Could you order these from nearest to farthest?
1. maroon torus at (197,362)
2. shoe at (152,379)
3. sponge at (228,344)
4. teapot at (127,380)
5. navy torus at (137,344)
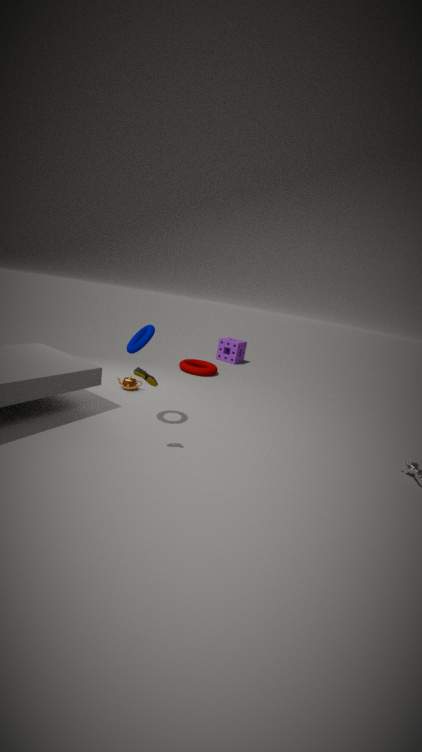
shoe at (152,379), navy torus at (137,344), teapot at (127,380), maroon torus at (197,362), sponge at (228,344)
